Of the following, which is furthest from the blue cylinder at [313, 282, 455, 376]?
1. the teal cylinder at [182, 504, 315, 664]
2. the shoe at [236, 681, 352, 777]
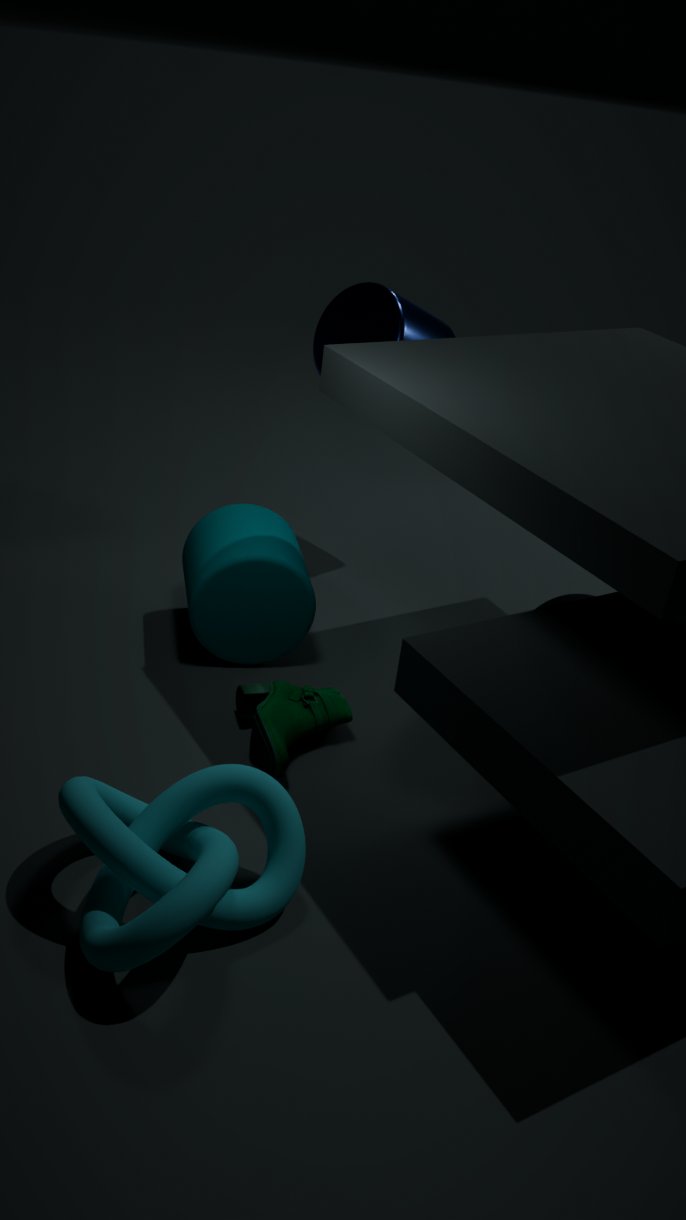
the shoe at [236, 681, 352, 777]
